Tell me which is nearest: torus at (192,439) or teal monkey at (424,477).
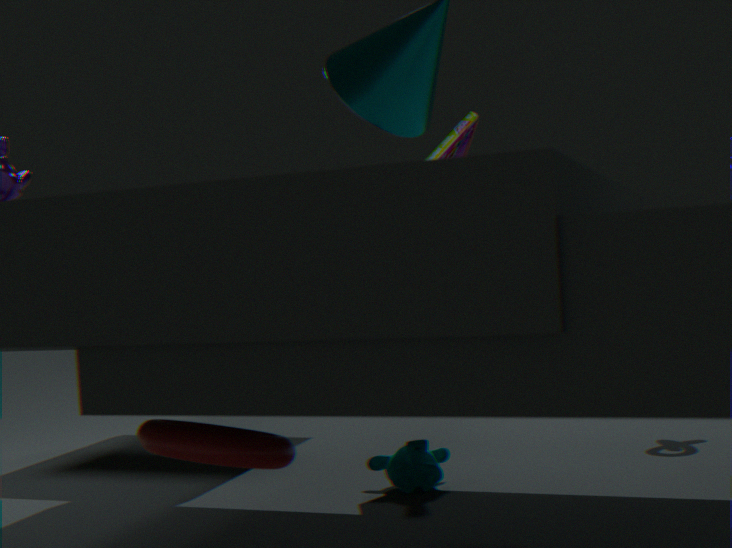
torus at (192,439)
